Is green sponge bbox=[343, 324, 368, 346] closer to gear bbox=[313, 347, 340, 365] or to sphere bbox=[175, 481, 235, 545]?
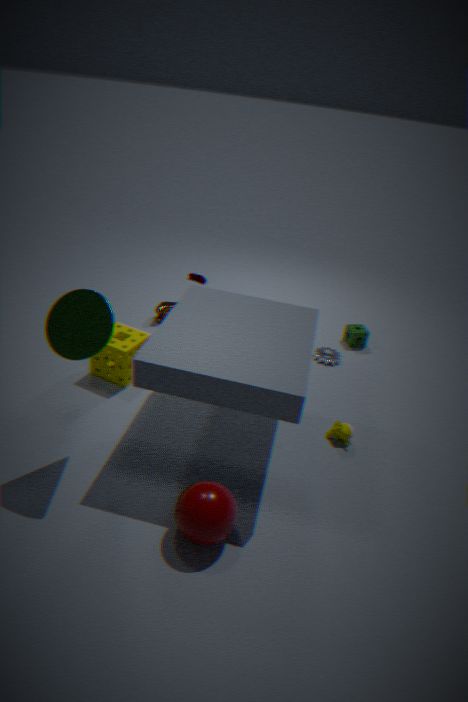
gear bbox=[313, 347, 340, 365]
